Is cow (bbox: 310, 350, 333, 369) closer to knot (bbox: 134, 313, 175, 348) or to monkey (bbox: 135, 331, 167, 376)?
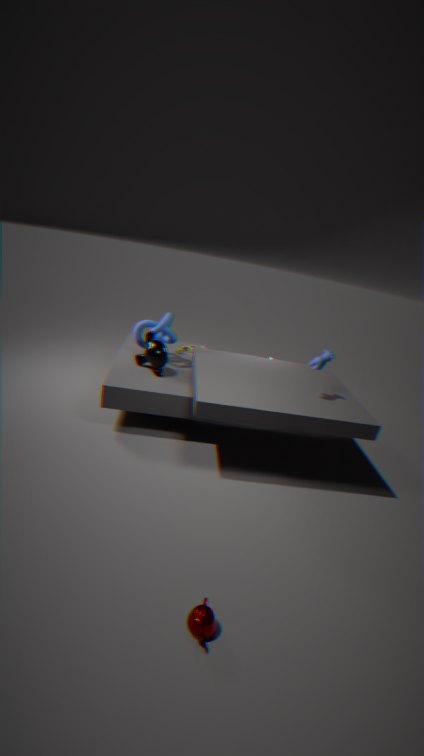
monkey (bbox: 135, 331, 167, 376)
